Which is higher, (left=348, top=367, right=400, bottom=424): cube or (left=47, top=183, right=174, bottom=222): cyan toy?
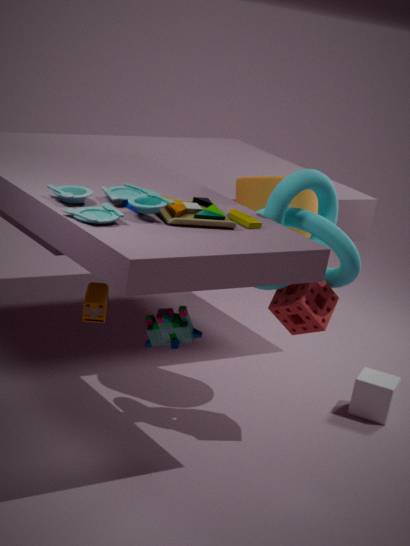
(left=47, top=183, right=174, bottom=222): cyan toy
